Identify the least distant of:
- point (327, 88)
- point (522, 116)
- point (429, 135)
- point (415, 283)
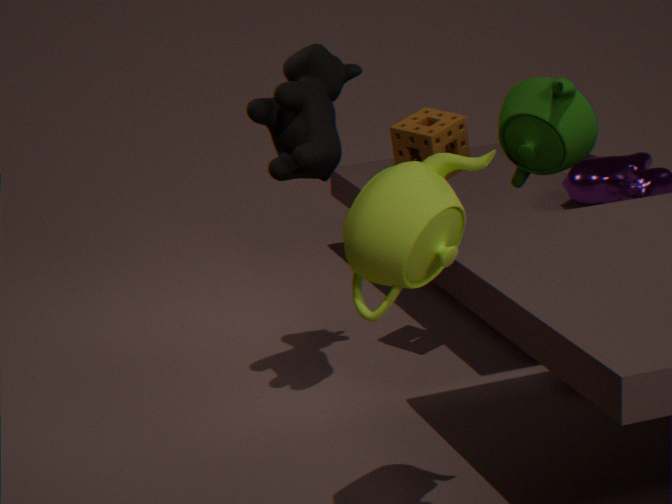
point (415, 283)
